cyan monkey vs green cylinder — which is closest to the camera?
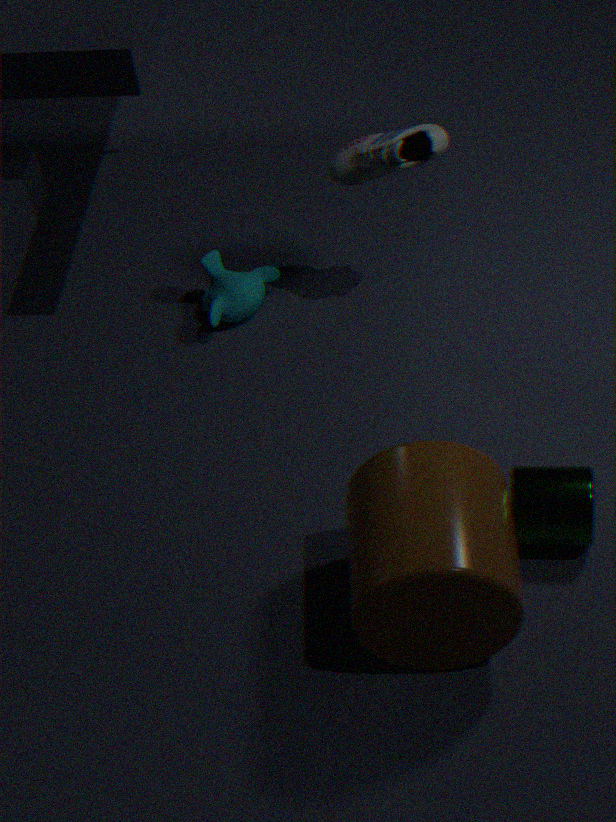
green cylinder
